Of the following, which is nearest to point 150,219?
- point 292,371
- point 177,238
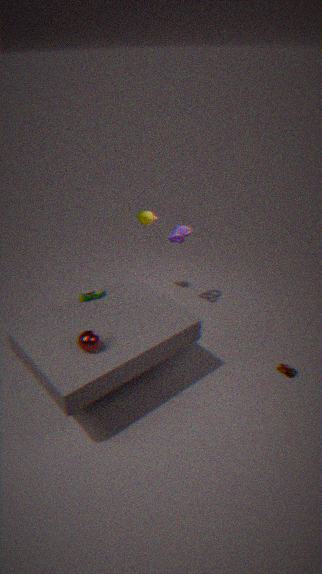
point 177,238
